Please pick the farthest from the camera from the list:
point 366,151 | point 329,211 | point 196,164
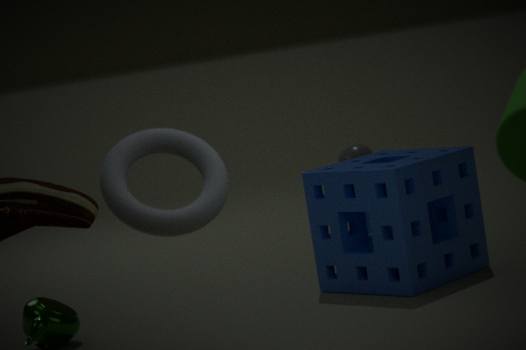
point 366,151
